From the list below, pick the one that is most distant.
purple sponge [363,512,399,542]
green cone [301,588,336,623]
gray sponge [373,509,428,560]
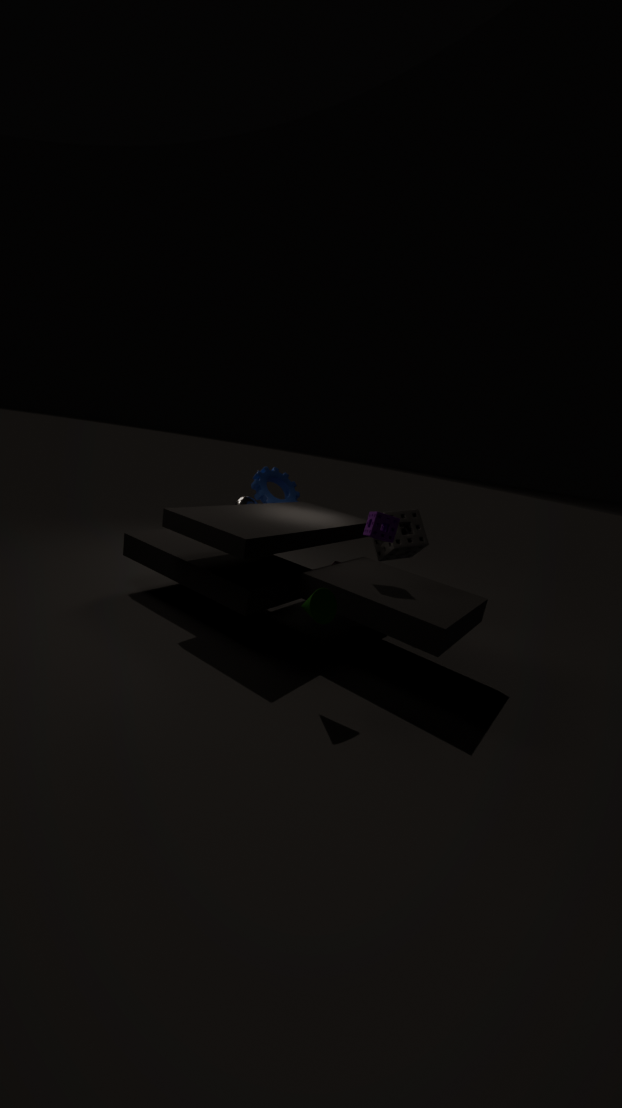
gray sponge [373,509,428,560]
